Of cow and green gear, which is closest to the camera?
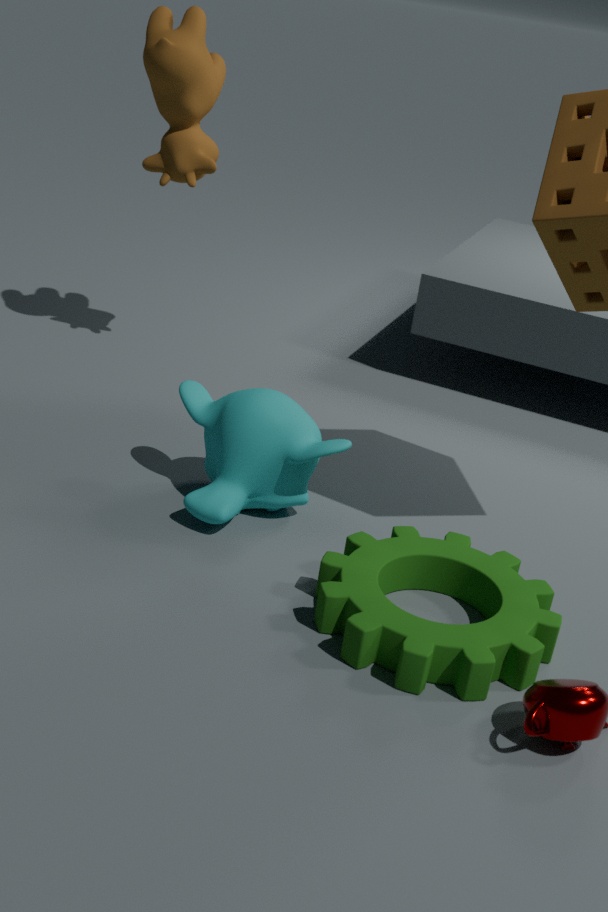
green gear
